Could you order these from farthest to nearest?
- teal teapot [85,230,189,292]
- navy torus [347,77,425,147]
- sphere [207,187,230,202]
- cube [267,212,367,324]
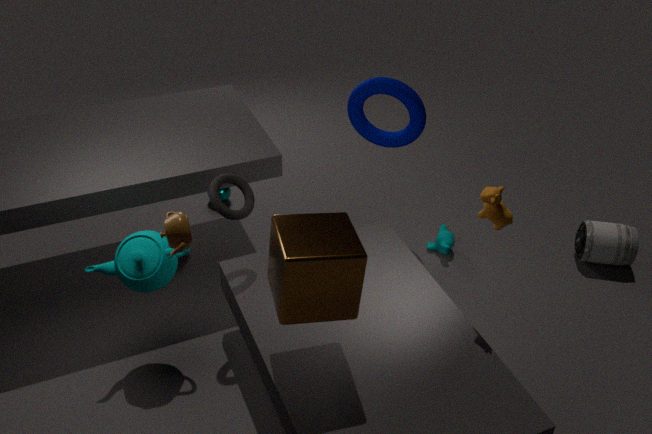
sphere [207,187,230,202] < navy torus [347,77,425,147] < teal teapot [85,230,189,292] < cube [267,212,367,324]
